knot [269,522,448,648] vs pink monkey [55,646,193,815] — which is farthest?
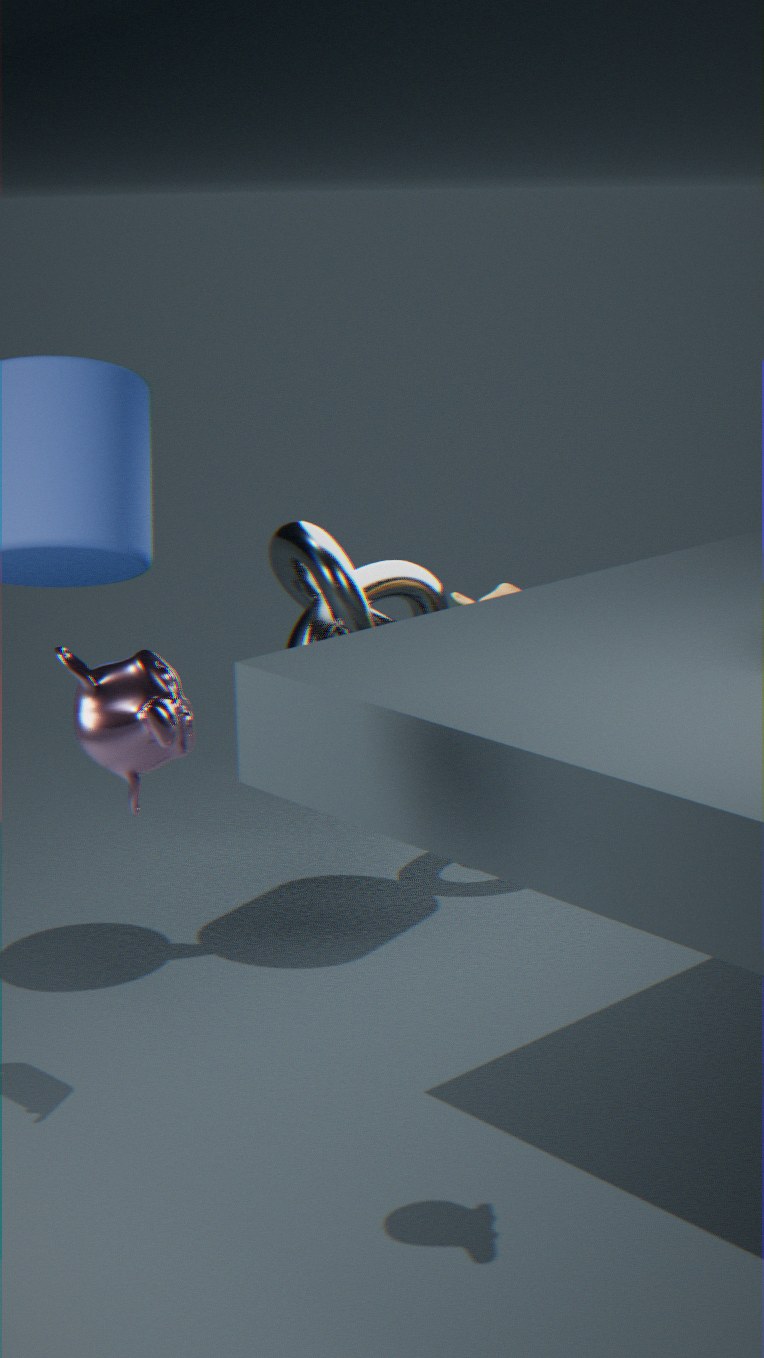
knot [269,522,448,648]
